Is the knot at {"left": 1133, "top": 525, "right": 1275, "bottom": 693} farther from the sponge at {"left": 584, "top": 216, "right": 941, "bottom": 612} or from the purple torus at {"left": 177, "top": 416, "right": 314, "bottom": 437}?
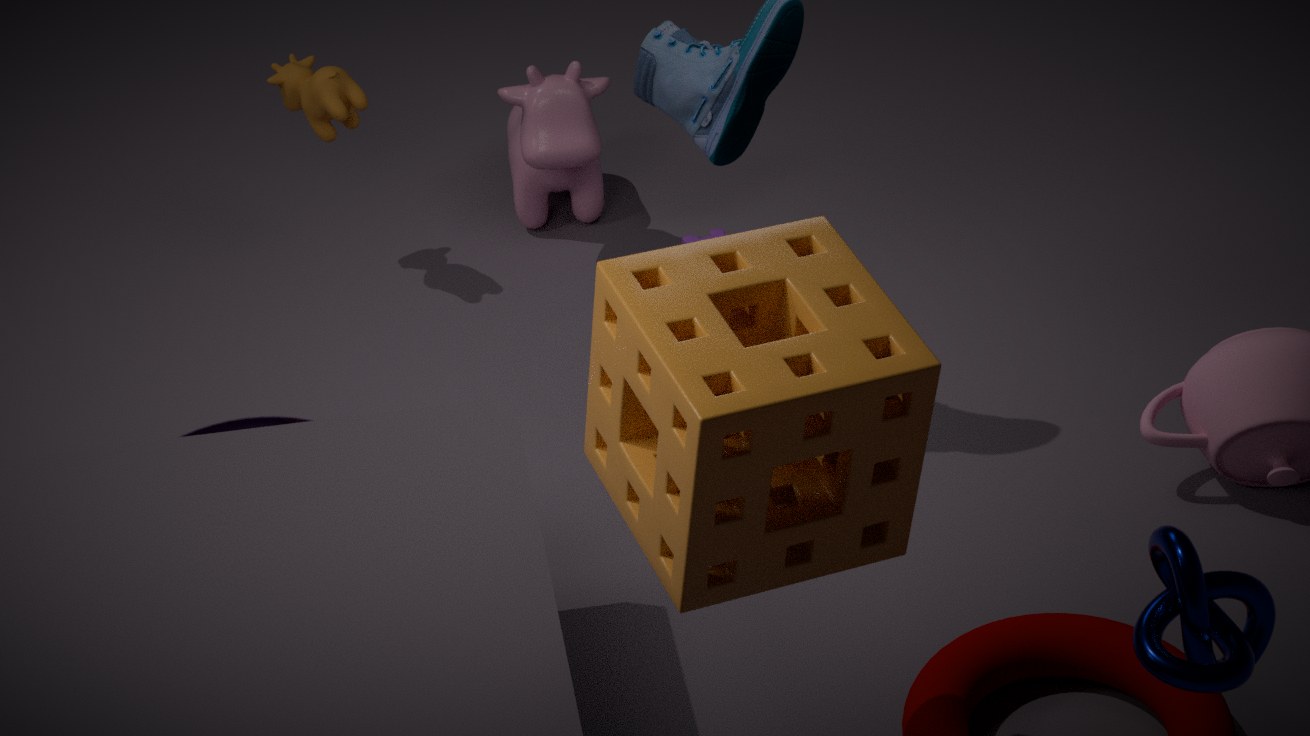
the purple torus at {"left": 177, "top": 416, "right": 314, "bottom": 437}
